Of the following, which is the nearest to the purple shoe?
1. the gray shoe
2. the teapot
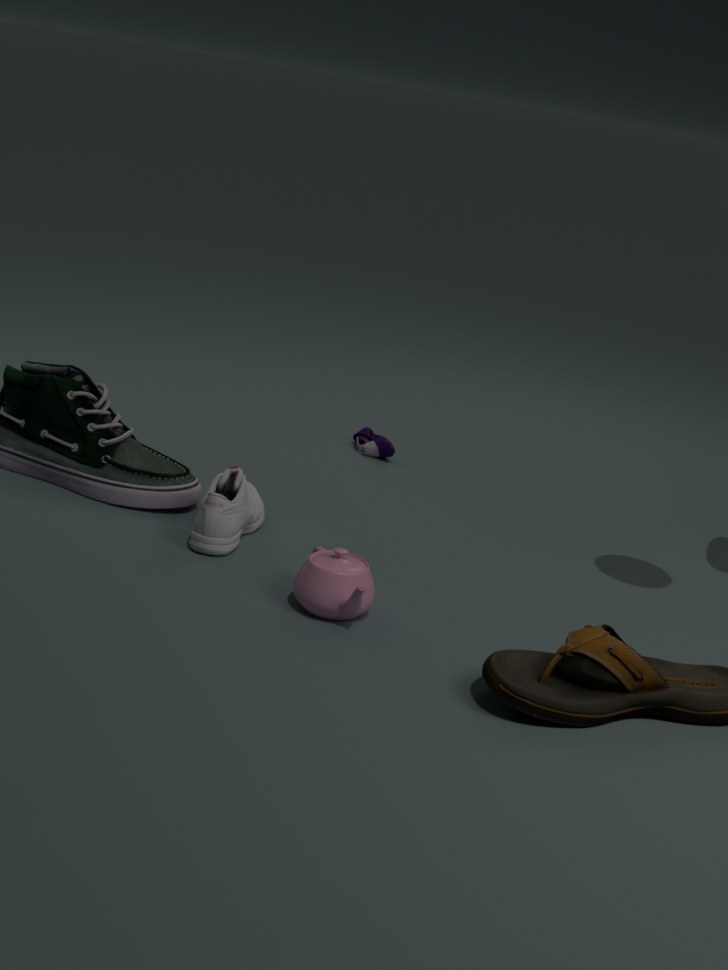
A: the gray shoe
